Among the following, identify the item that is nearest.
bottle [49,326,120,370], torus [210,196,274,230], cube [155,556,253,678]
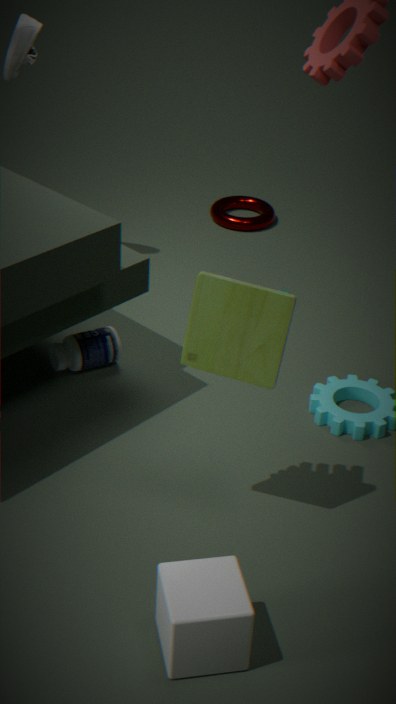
cube [155,556,253,678]
